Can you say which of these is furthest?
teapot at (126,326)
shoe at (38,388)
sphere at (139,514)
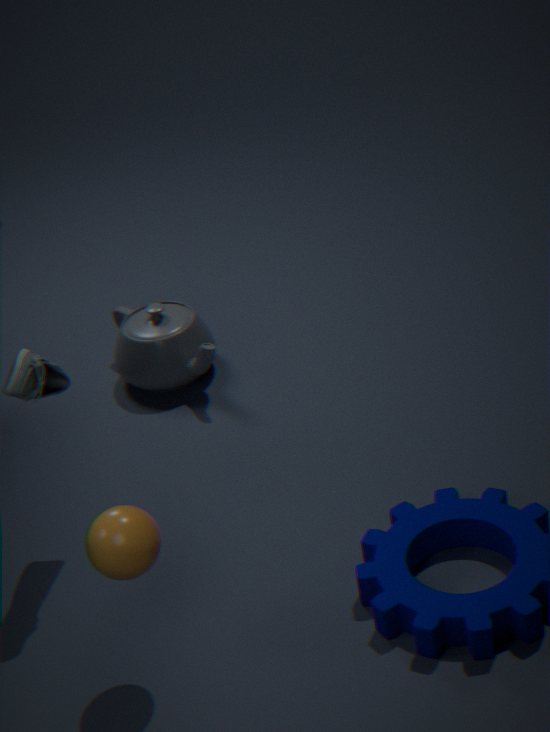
teapot at (126,326)
